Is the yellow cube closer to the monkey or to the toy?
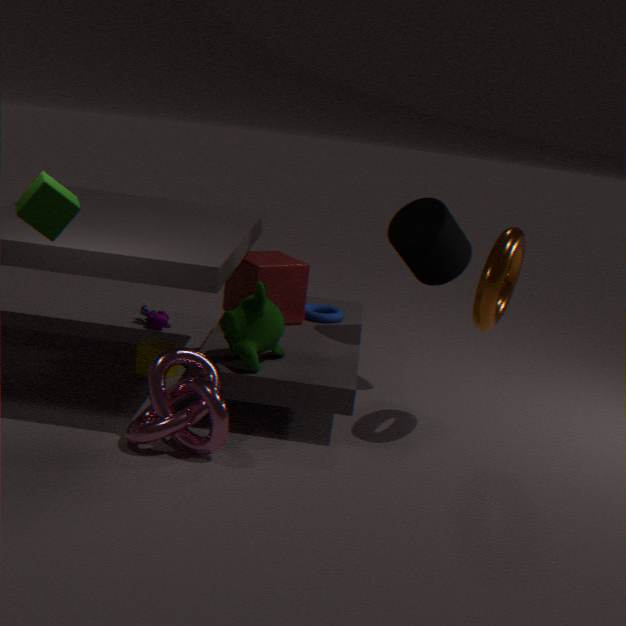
the monkey
